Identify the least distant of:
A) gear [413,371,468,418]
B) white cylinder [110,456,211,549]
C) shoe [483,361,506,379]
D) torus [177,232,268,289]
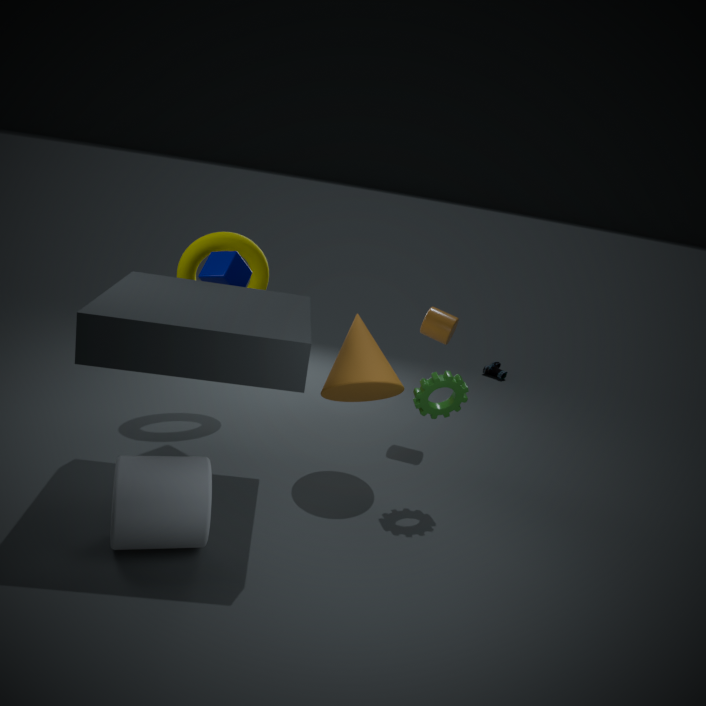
white cylinder [110,456,211,549]
